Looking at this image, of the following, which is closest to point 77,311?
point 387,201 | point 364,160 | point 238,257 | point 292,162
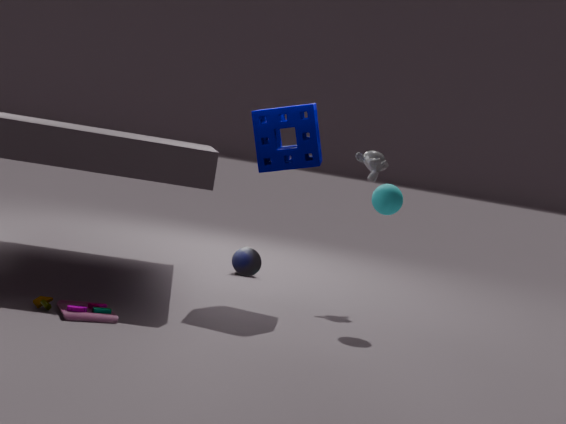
point 292,162
